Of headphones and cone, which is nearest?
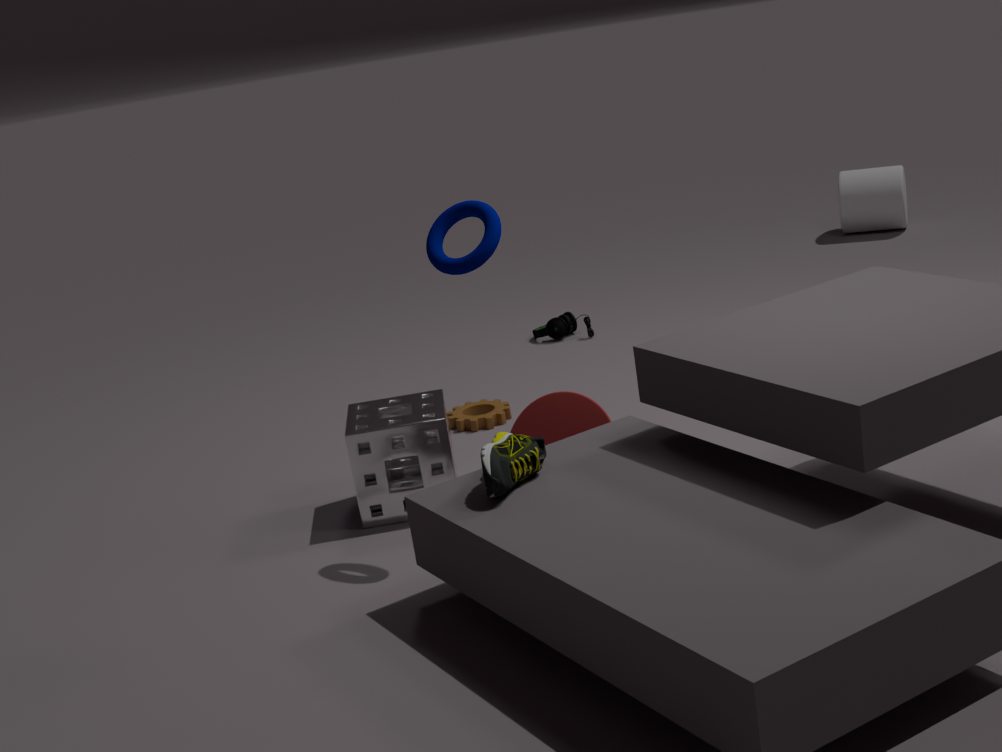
cone
